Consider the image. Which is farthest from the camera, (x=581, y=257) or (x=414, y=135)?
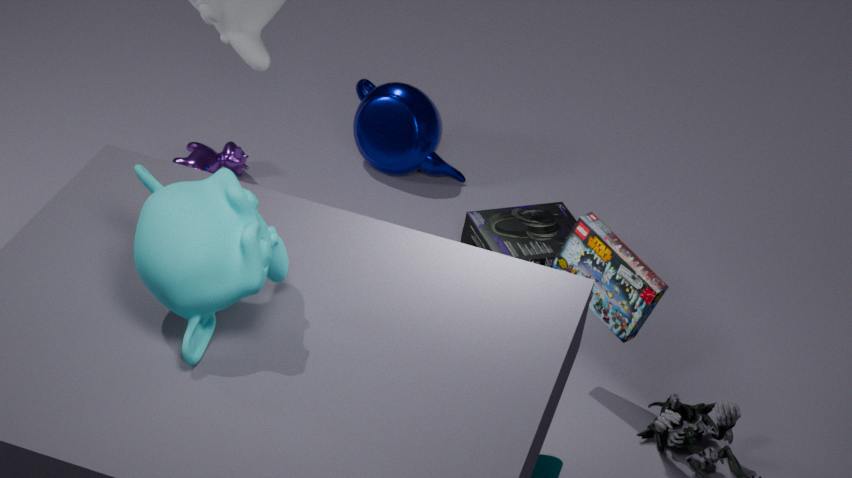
(x=414, y=135)
